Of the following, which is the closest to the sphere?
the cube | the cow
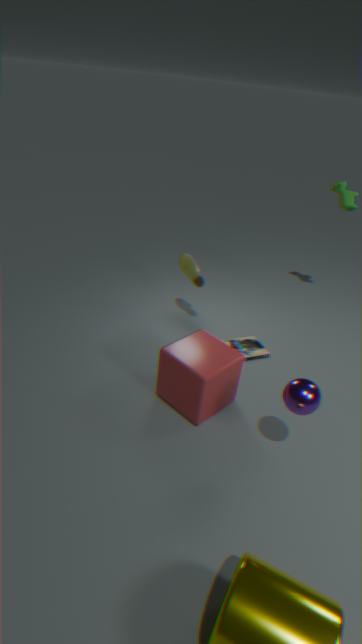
the cube
